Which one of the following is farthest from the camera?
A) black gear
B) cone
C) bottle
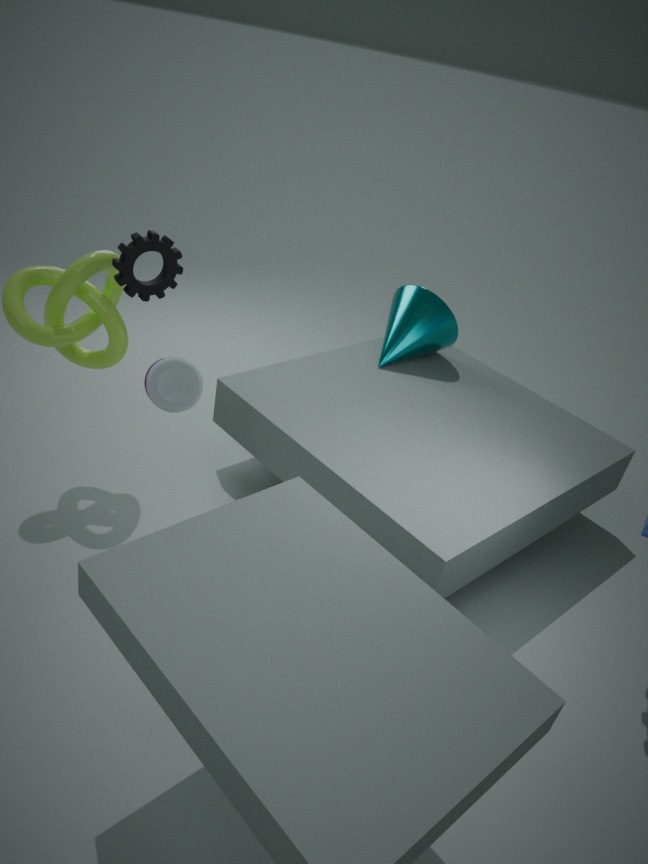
cone
